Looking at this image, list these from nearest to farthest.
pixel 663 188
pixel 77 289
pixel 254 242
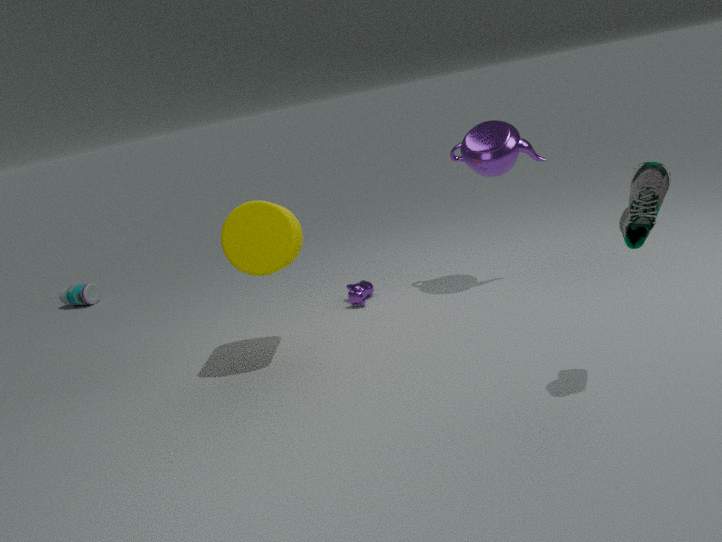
pixel 663 188
pixel 254 242
pixel 77 289
